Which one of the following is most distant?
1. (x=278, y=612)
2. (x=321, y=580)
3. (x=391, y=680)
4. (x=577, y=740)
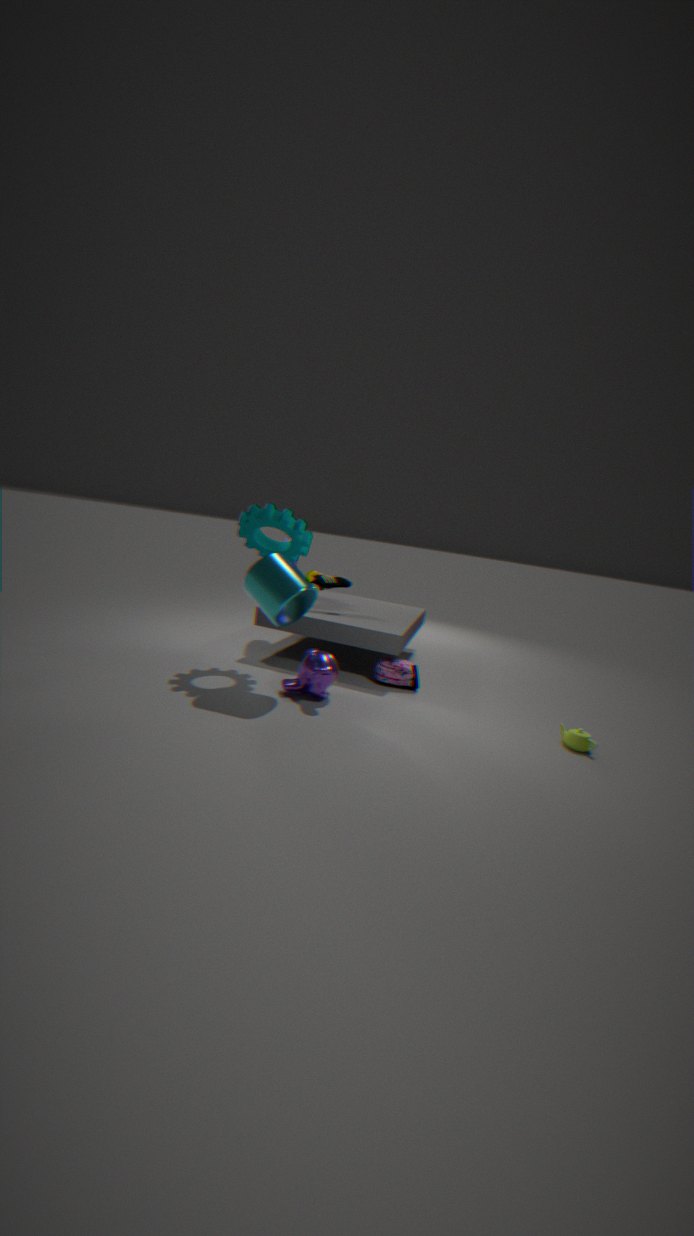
(x=321, y=580)
